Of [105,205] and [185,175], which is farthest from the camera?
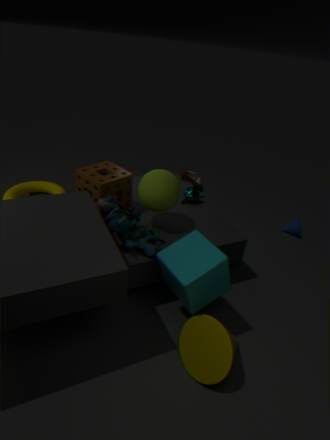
[185,175]
